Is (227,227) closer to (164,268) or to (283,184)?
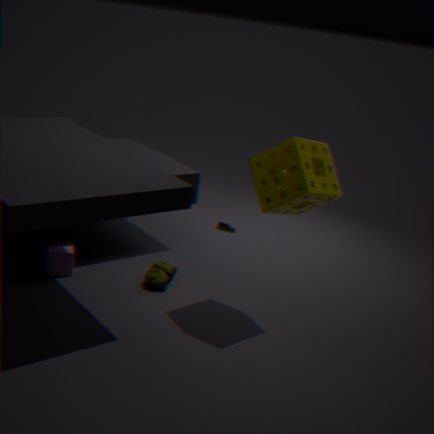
(164,268)
